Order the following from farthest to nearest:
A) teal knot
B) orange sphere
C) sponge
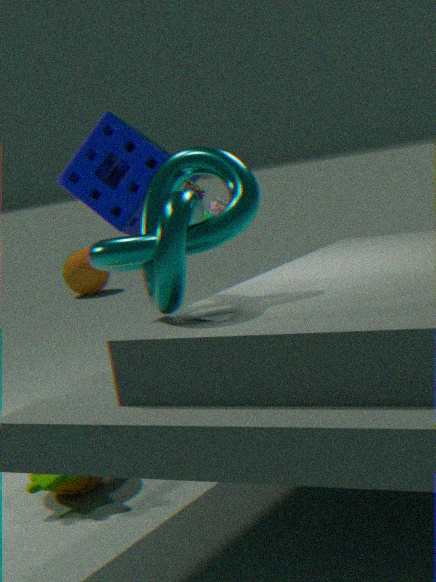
orange sphere → sponge → teal knot
